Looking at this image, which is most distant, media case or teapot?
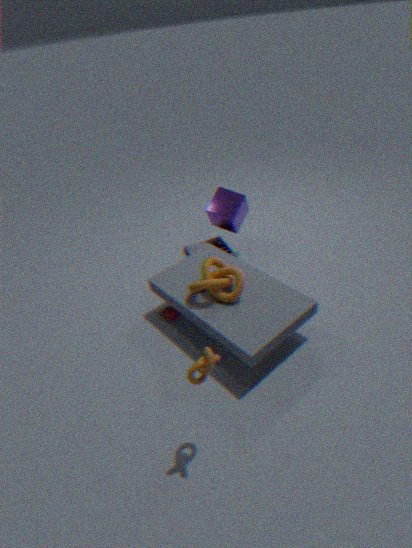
media case
